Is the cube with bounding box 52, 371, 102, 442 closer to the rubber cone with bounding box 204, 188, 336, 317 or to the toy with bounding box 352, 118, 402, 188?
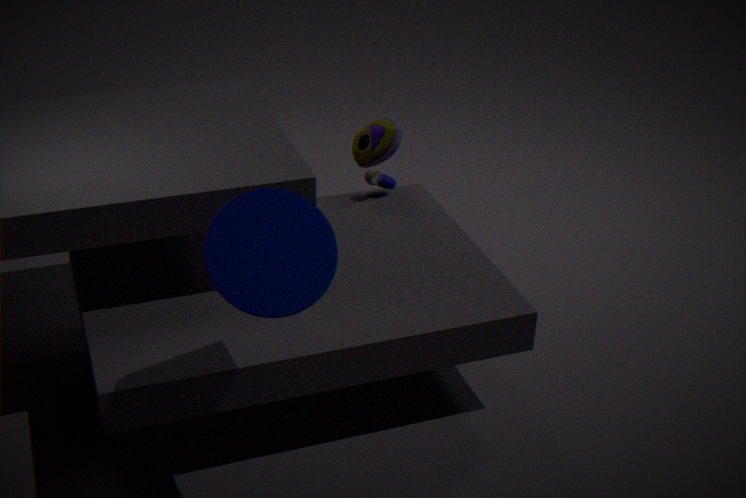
the rubber cone with bounding box 204, 188, 336, 317
